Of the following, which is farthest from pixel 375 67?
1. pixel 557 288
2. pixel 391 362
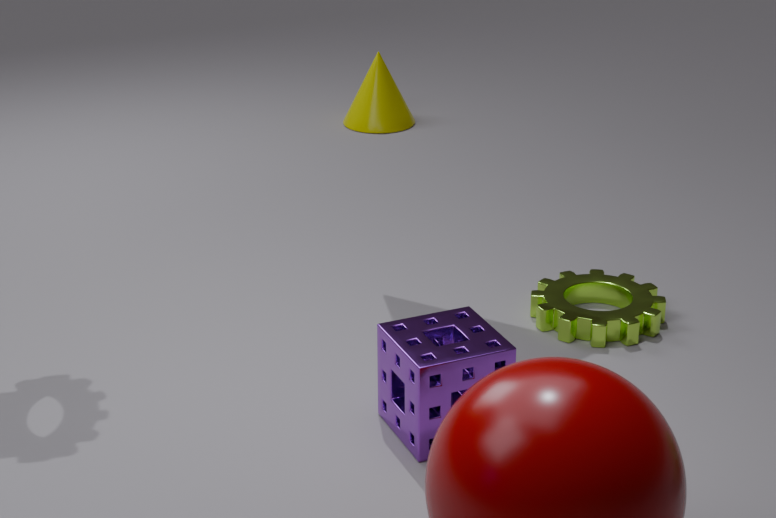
pixel 391 362
